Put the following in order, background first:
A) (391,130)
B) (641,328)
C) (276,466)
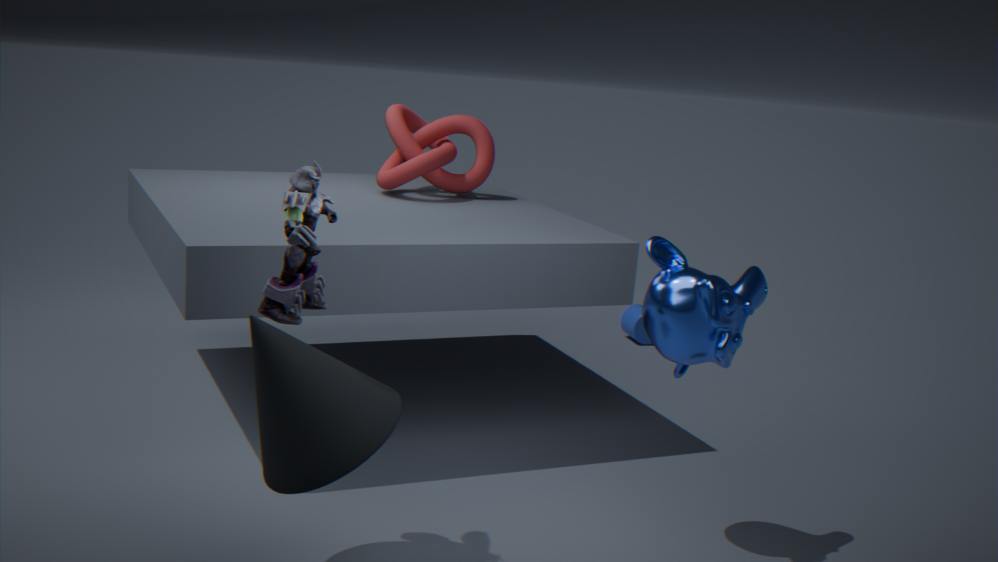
(641,328)
(391,130)
(276,466)
